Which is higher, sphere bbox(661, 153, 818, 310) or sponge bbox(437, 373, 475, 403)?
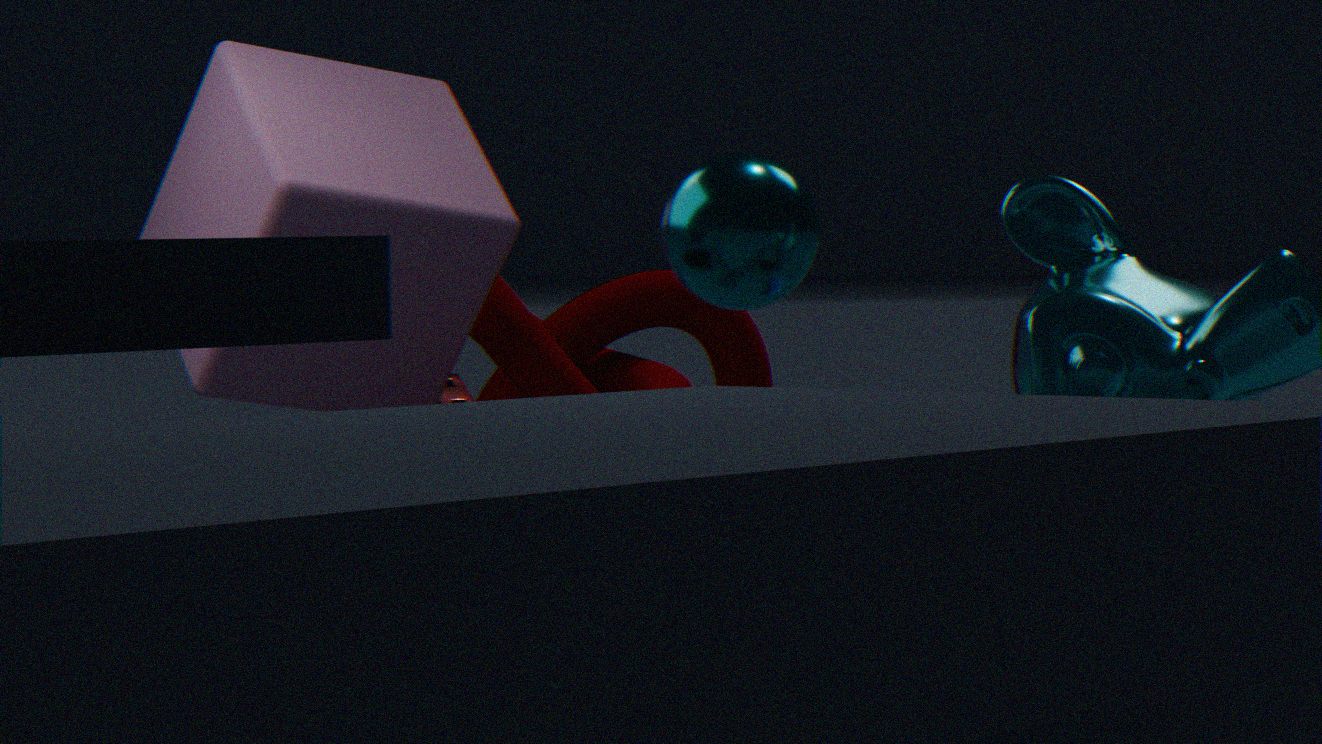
sphere bbox(661, 153, 818, 310)
